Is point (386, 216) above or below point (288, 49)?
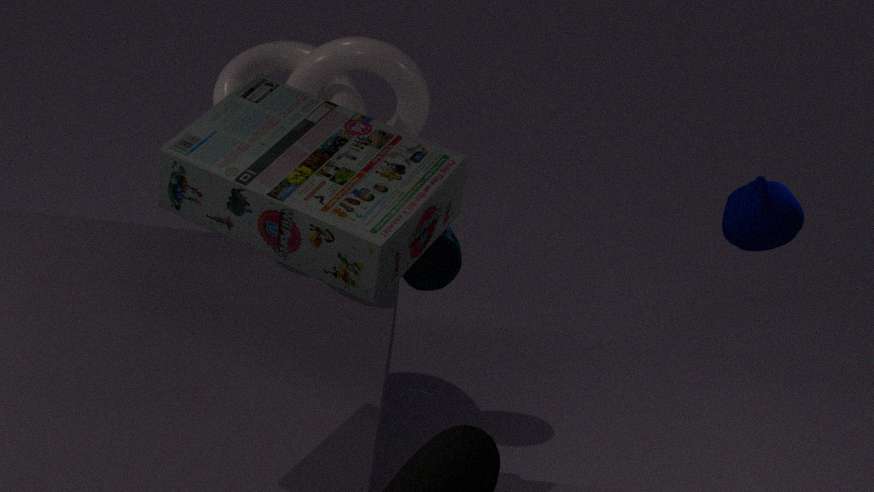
above
